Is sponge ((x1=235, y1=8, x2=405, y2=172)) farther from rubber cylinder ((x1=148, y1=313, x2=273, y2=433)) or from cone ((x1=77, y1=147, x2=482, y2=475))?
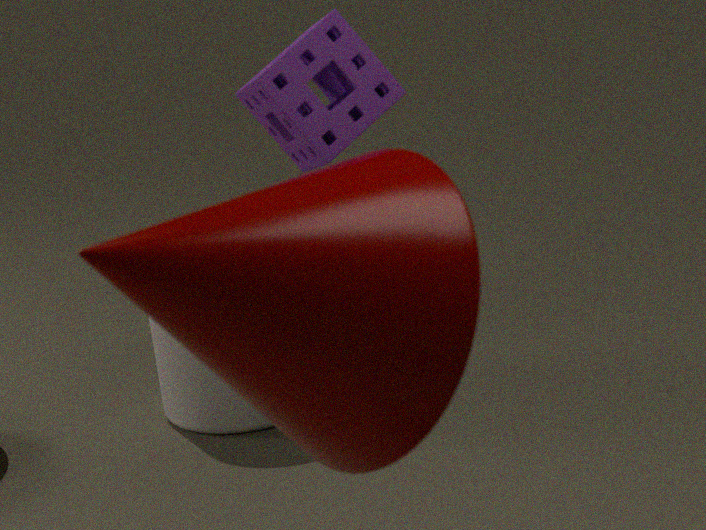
rubber cylinder ((x1=148, y1=313, x2=273, y2=433))
